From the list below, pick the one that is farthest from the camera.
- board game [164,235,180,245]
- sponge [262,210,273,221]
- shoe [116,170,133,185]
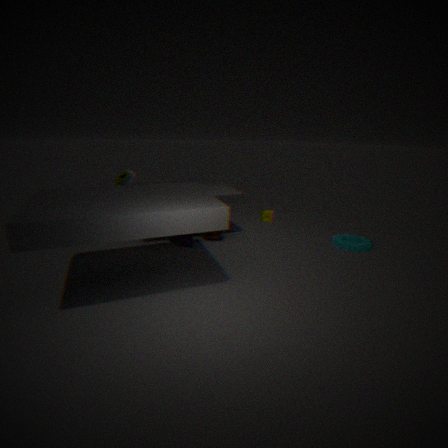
sponge [262,210,273,221]
